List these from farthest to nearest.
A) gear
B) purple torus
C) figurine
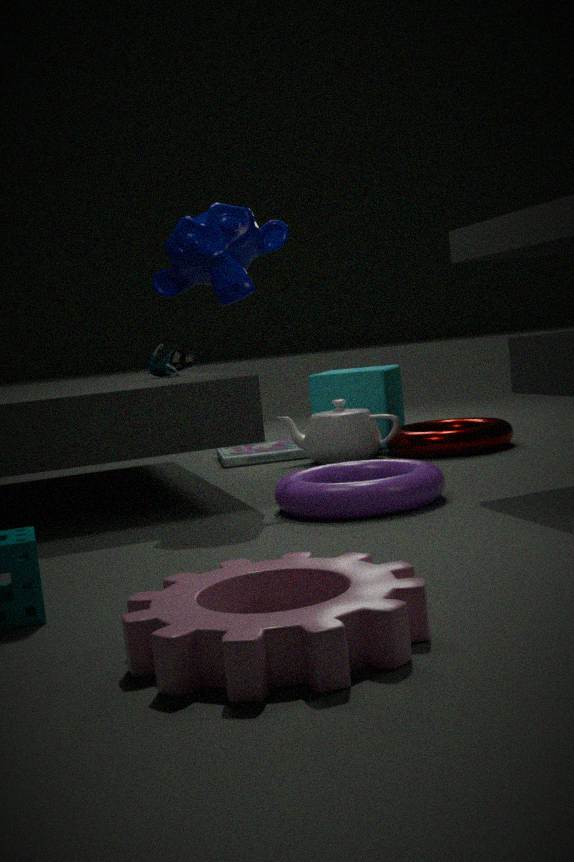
figurine
purple torus
gear
